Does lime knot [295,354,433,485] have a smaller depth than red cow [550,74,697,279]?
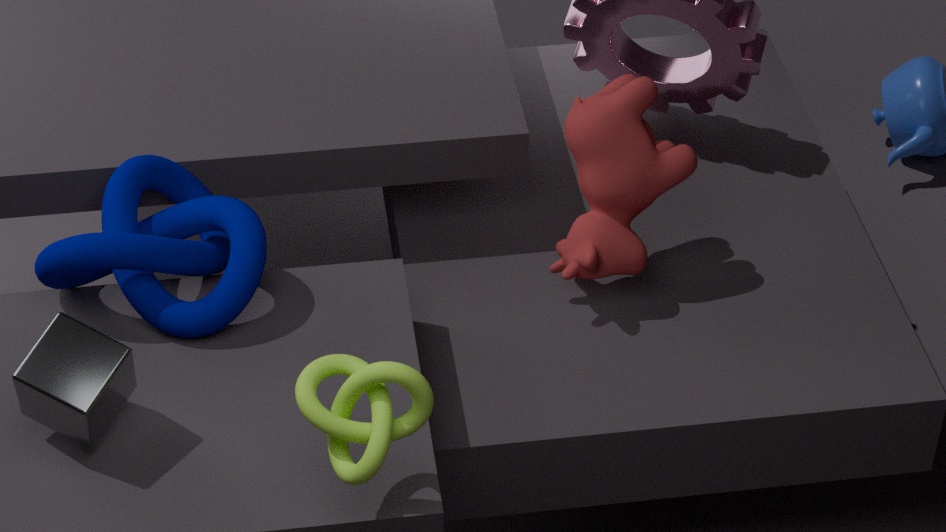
Yes
